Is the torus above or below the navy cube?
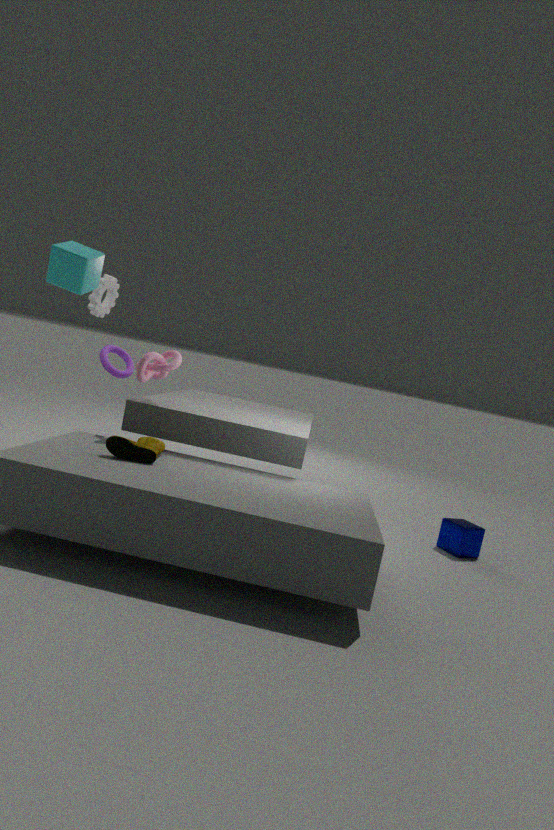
above
